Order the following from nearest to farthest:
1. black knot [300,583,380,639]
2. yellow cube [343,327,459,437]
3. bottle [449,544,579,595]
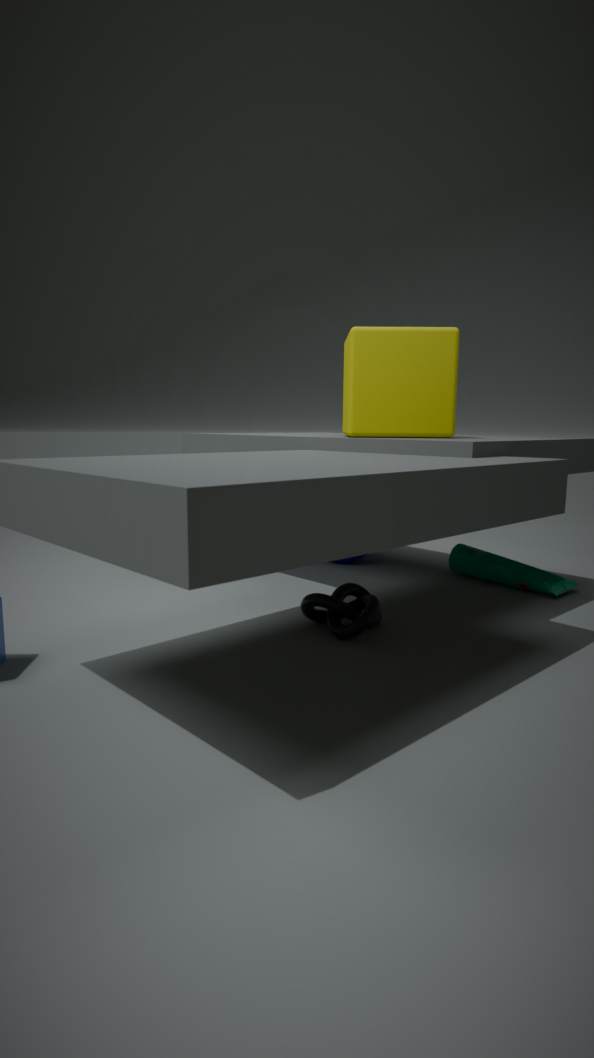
black knot [300,583,380,639], yellow cube [343,327,459,437], bottle [449,544,579,595]
